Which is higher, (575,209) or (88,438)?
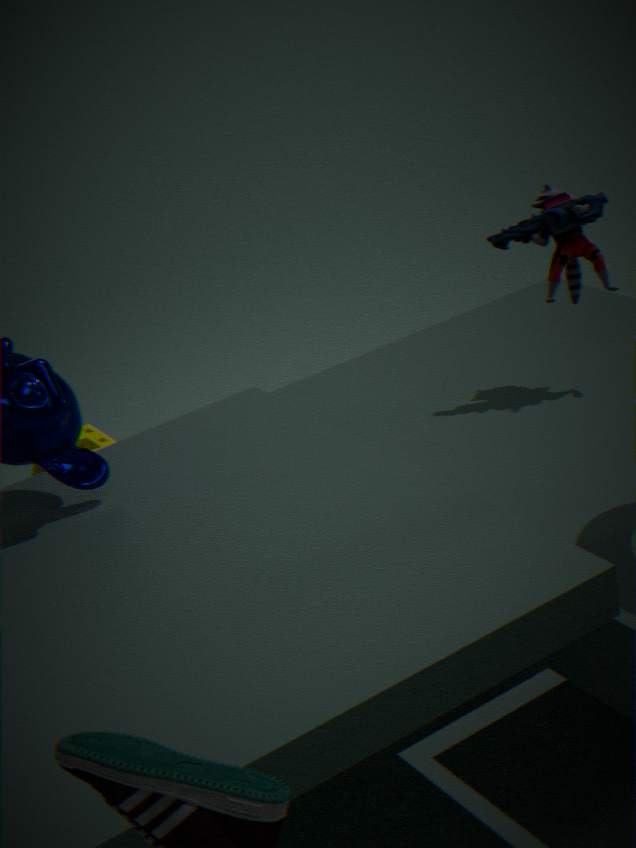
(575,209)
